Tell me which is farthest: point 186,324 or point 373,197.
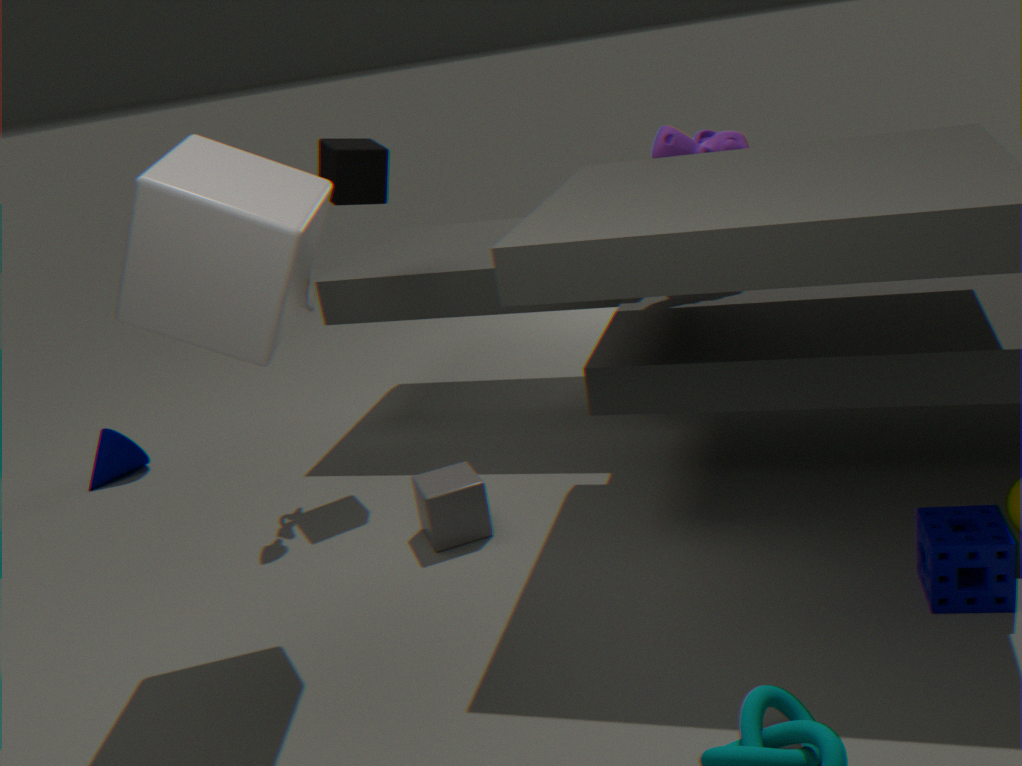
point 373,197
